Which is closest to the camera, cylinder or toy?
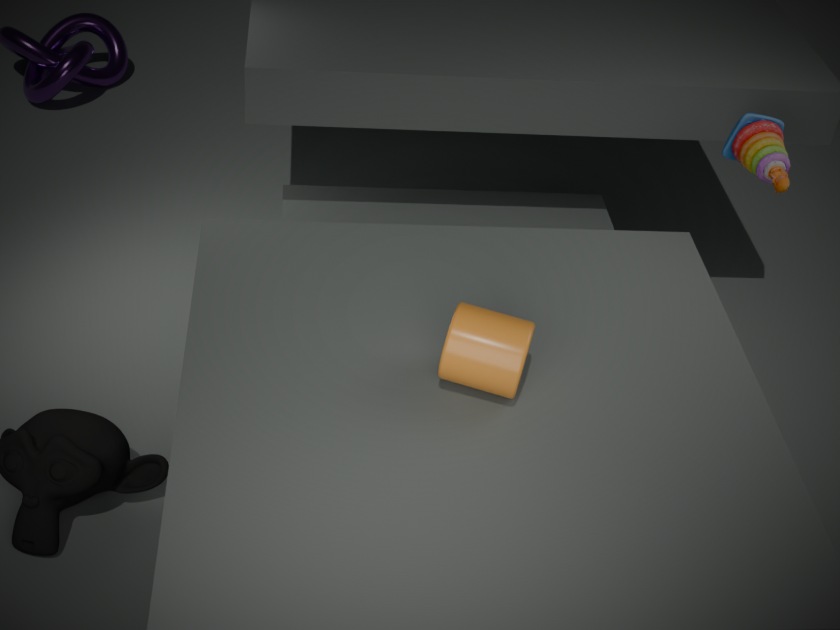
cylinder
